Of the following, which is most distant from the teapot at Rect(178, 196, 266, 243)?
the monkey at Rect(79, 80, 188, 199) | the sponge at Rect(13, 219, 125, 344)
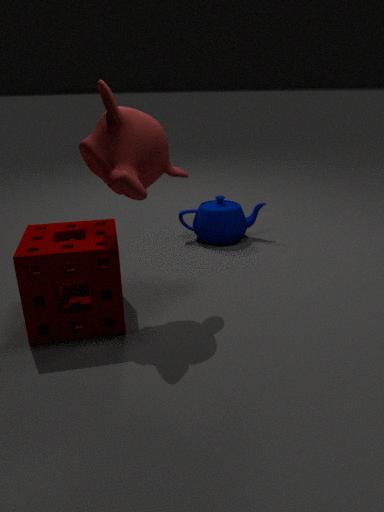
the sponge at Rect(13, 219, 125, 344)
